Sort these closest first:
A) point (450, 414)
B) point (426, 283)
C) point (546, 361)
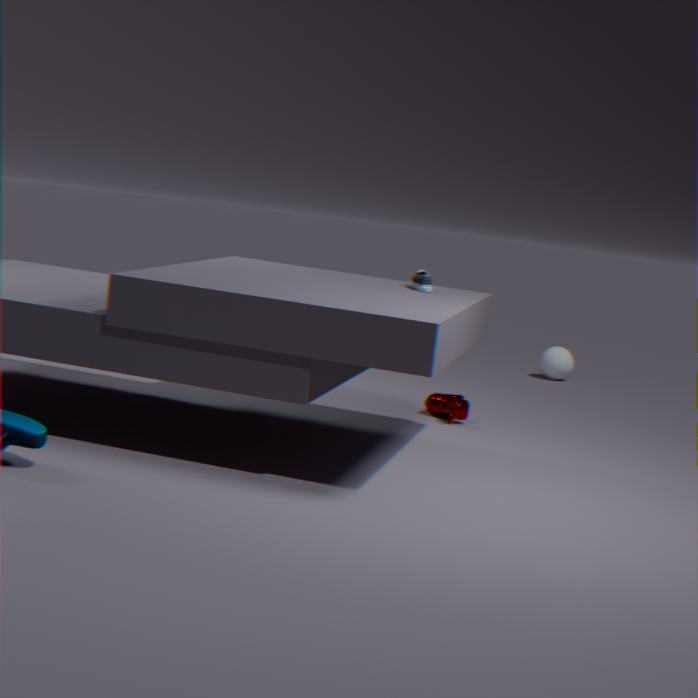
1. point (426, 283)
2. point (450, 414)
3. point (546, 361)
